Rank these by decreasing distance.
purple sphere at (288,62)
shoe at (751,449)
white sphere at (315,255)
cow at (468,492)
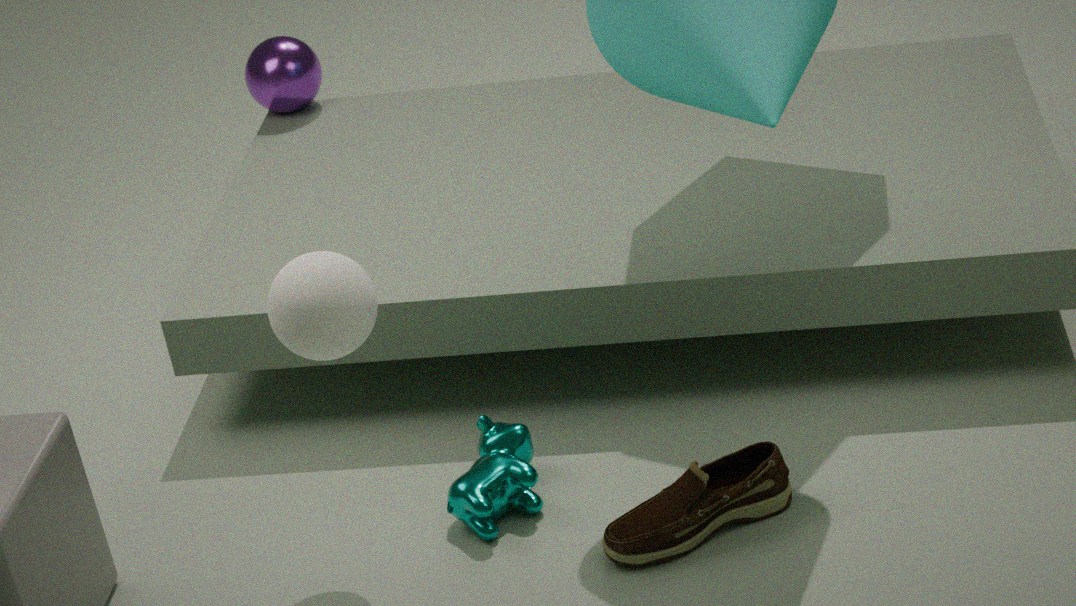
purple sphere at (288,62) → cow at (468,492) → shoe at (751,449) → white sphere at (315,255)
